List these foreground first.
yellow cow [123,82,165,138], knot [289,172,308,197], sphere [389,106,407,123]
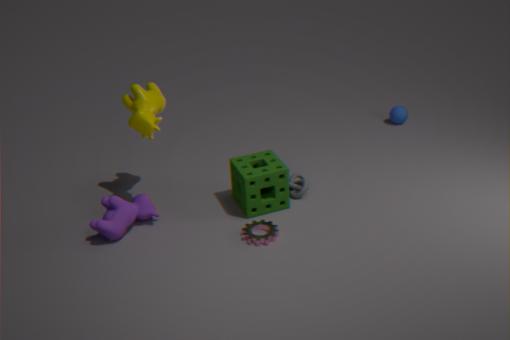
yellow cow [123,82,165,138], knot [289,172,308,197], sphere [389,106,407,123]
